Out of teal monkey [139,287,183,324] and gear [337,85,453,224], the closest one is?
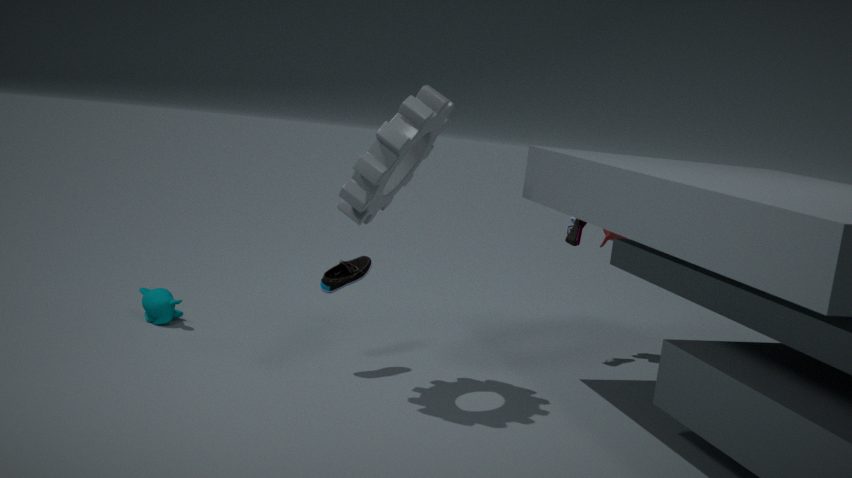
gear [337,85,453,224]
